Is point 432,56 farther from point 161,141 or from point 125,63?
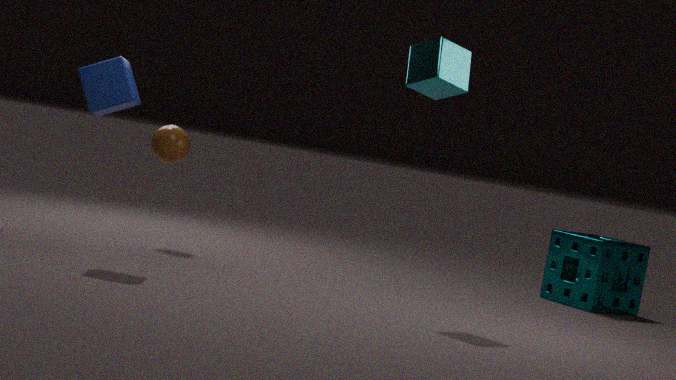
point 161,141
